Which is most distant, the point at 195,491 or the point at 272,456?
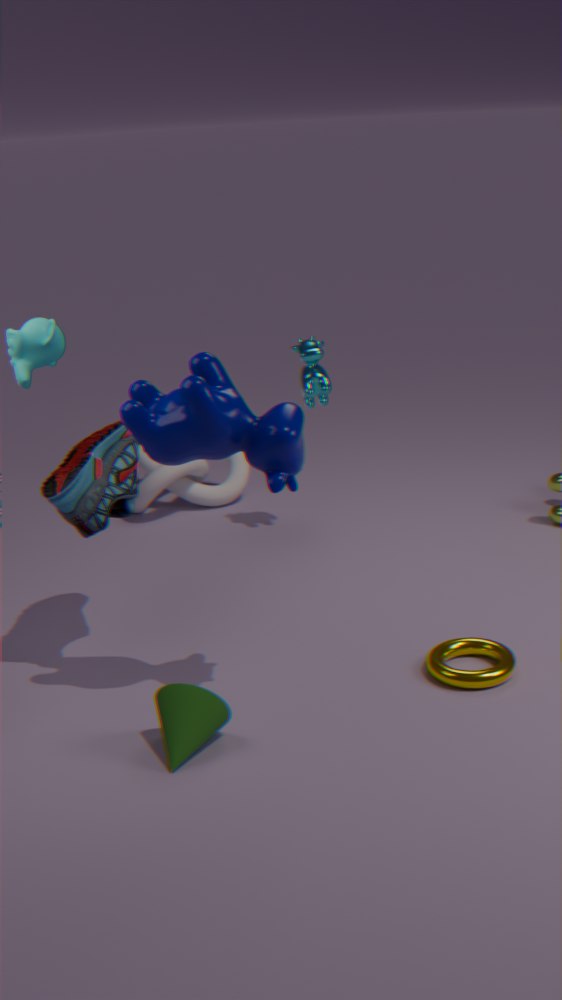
the point at 195,491
